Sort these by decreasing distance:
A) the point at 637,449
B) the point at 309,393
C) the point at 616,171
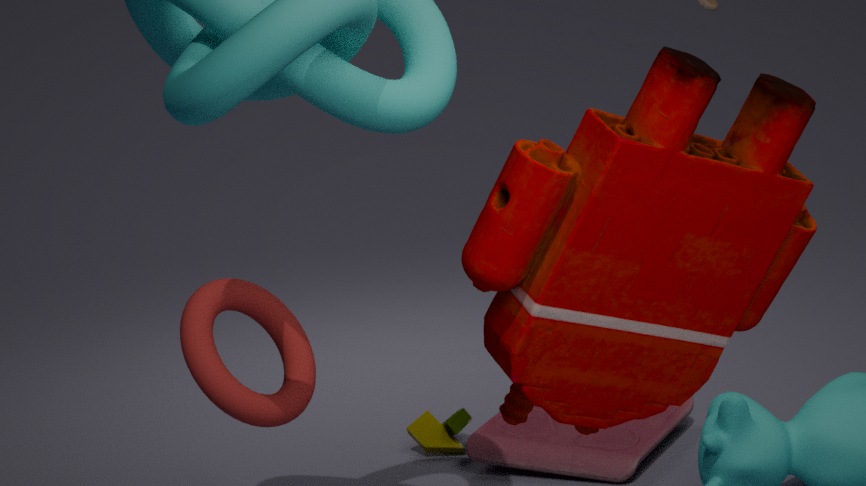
the point at 637,449 < the point at 309,393 < the point at 616,171
